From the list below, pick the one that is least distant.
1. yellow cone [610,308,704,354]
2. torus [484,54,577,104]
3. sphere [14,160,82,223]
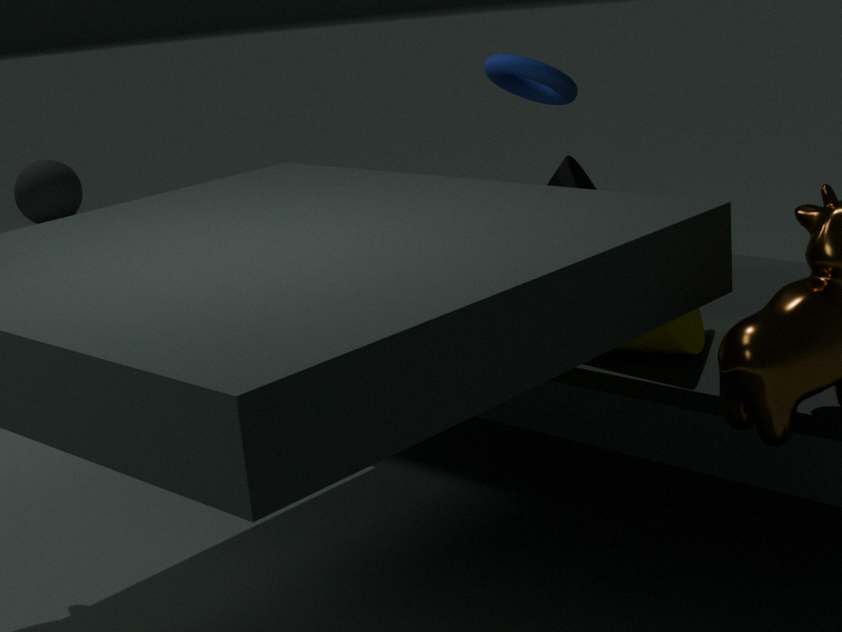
yellow cone [610,308,704,354]
